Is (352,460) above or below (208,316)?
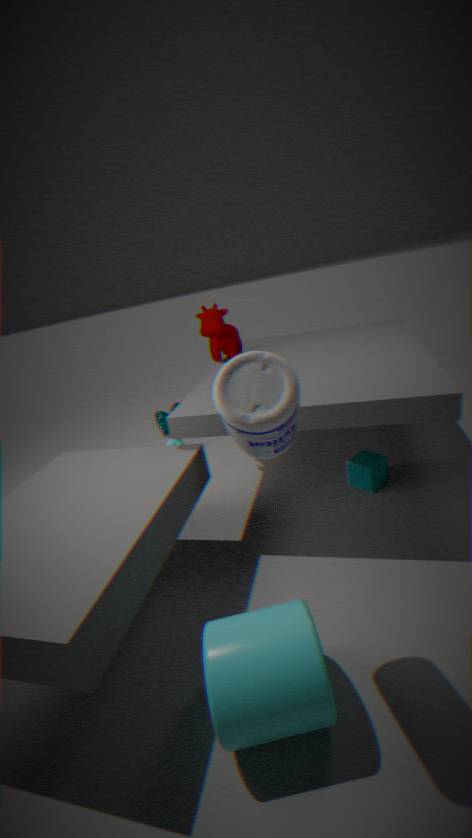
below
